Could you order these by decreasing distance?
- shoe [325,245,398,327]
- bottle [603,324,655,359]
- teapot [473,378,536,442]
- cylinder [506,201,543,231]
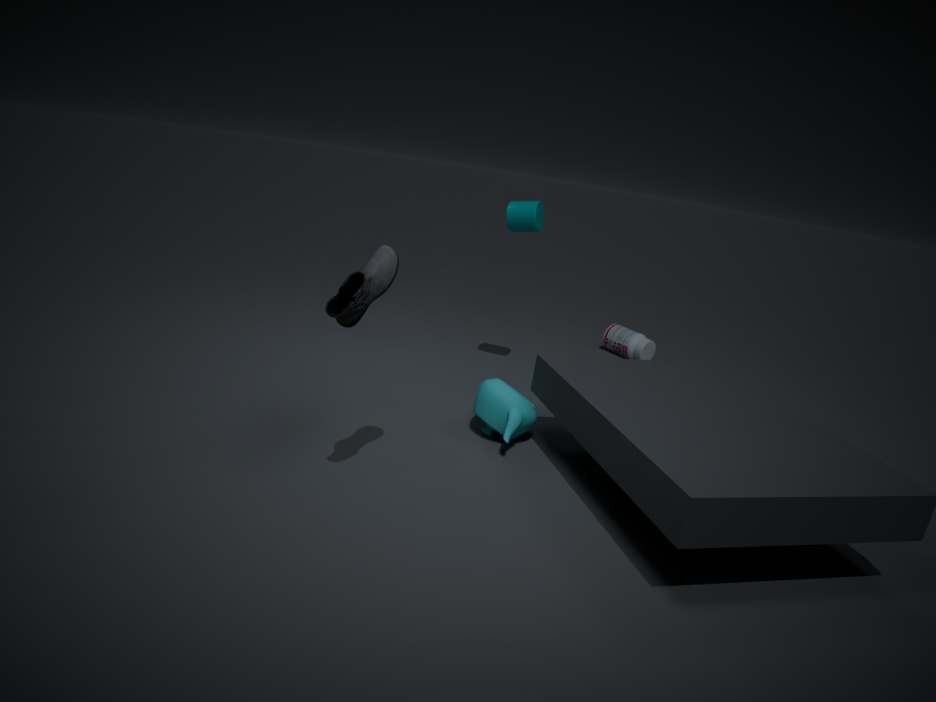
bottle [603,324,655,359] → cylinder [506,201,543,231] → teapot [473,378,536,442] → shoe [325,245,398,327]
